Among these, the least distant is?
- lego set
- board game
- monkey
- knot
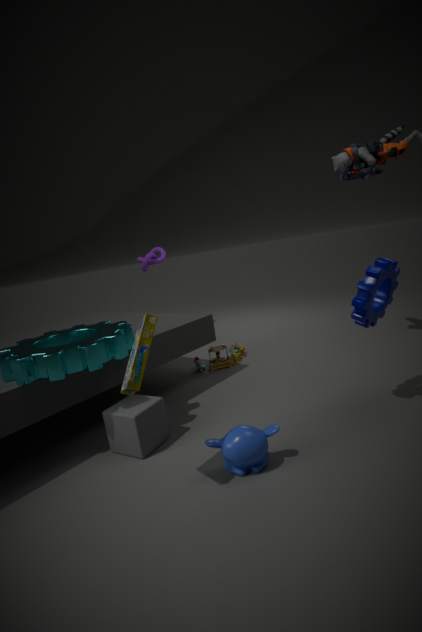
board game
